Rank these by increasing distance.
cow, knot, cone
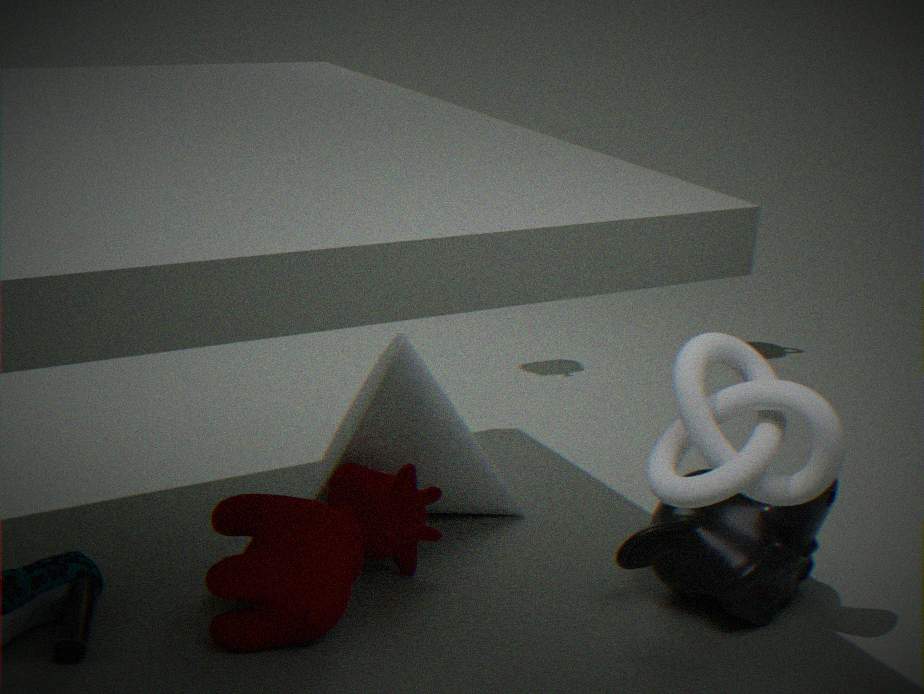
knot
cow
cone
